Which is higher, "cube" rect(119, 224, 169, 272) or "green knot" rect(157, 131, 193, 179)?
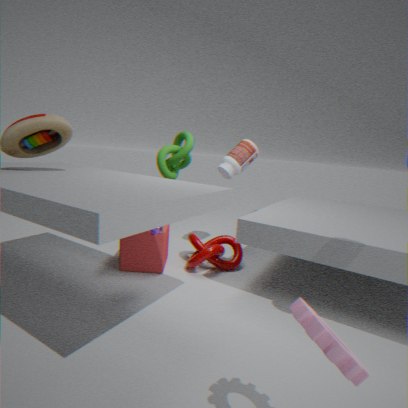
"green knot" rect(157, 131, 193, 179)
